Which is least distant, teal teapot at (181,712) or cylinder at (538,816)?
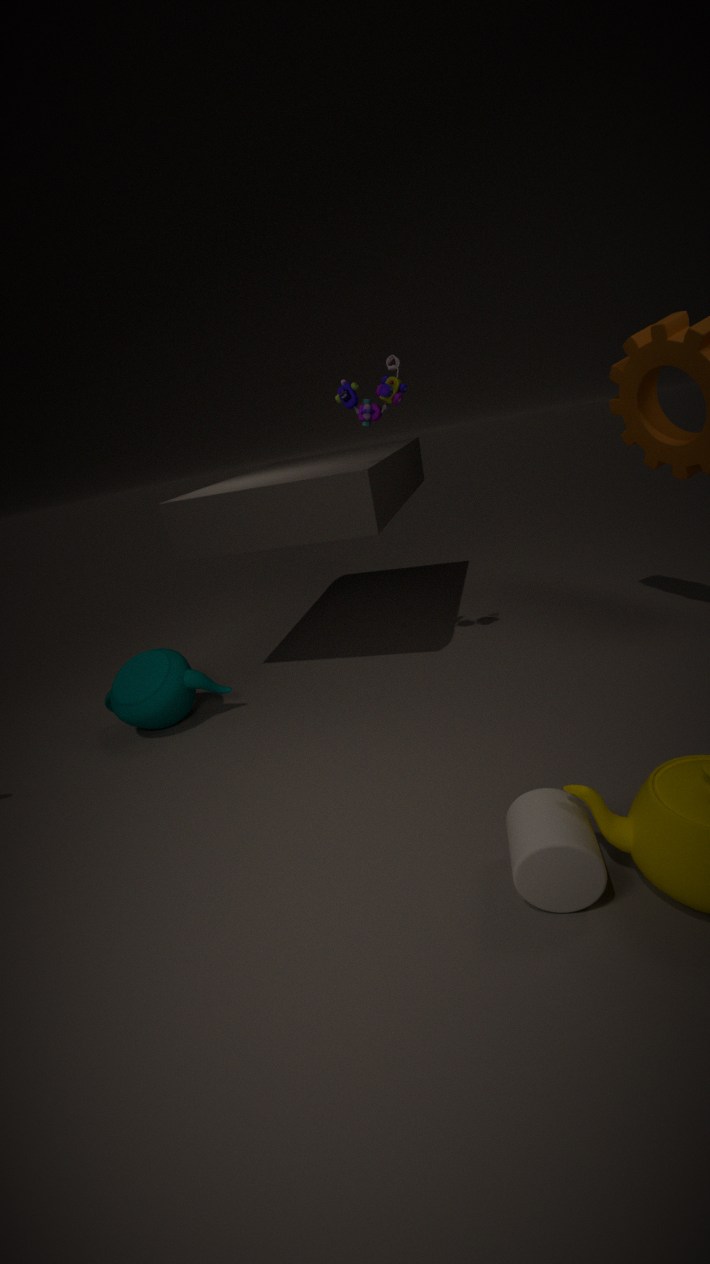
cylinder at (538,816)
